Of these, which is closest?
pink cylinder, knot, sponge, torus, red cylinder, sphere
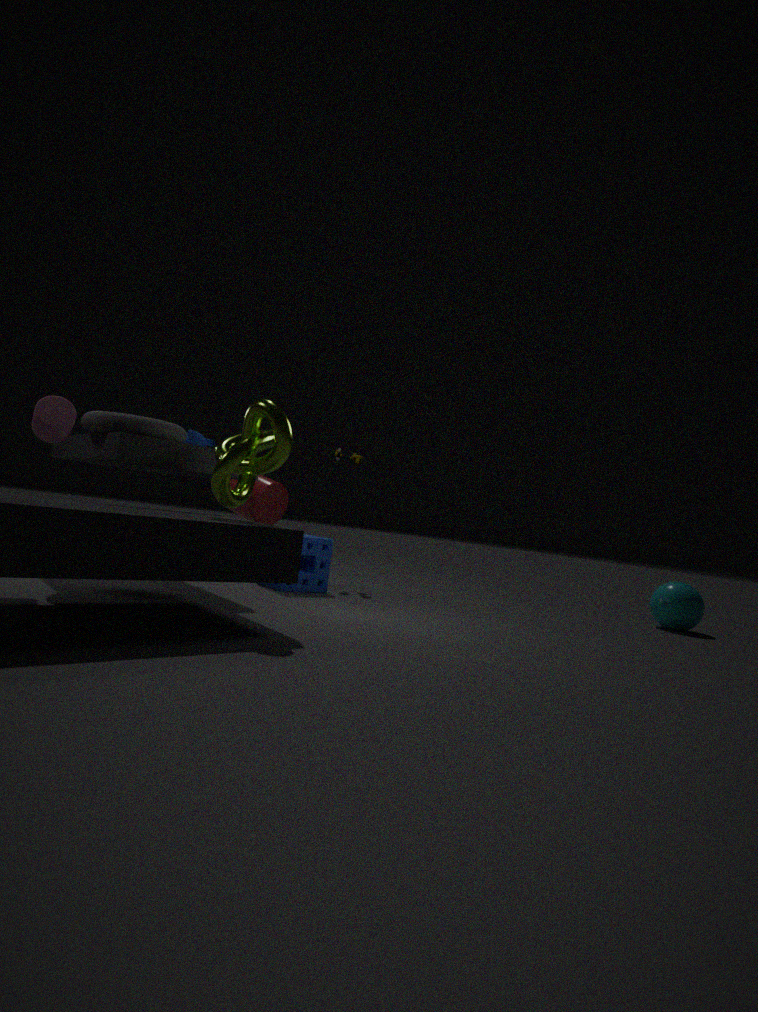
knot
